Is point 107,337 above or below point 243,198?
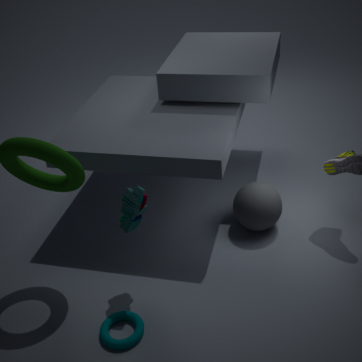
below
